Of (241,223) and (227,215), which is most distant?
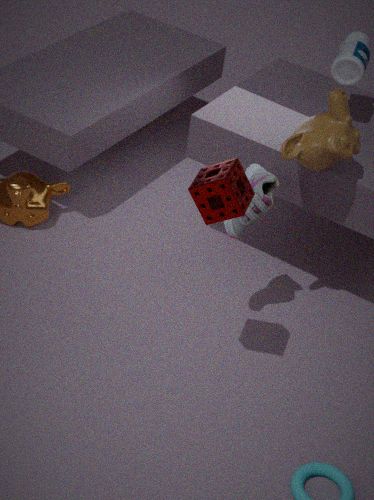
(241,223)
